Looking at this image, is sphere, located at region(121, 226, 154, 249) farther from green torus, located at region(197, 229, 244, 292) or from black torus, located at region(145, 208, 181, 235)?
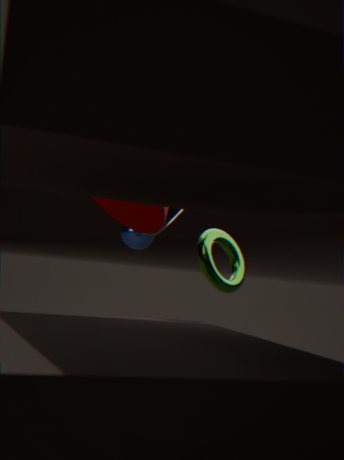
green torus, located at region(197, 229, 244, 292)
